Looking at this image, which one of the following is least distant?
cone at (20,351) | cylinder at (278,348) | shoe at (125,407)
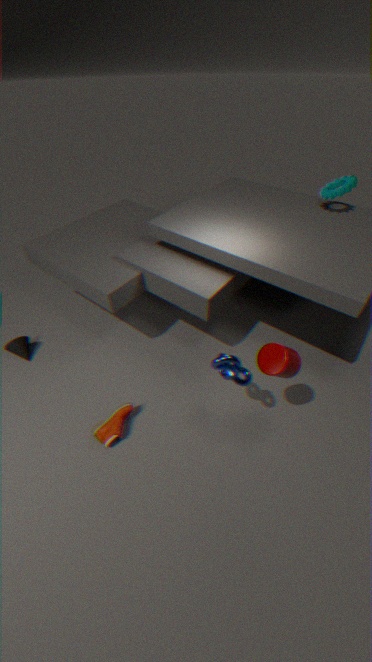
cylinder at (278,348)
